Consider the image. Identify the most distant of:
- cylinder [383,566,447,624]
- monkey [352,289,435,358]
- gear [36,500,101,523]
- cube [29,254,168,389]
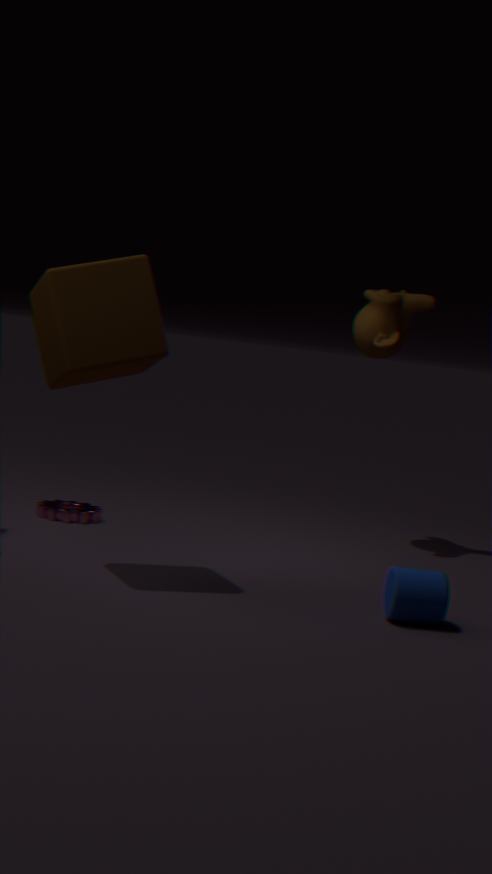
monkey [352,289,435,358]
